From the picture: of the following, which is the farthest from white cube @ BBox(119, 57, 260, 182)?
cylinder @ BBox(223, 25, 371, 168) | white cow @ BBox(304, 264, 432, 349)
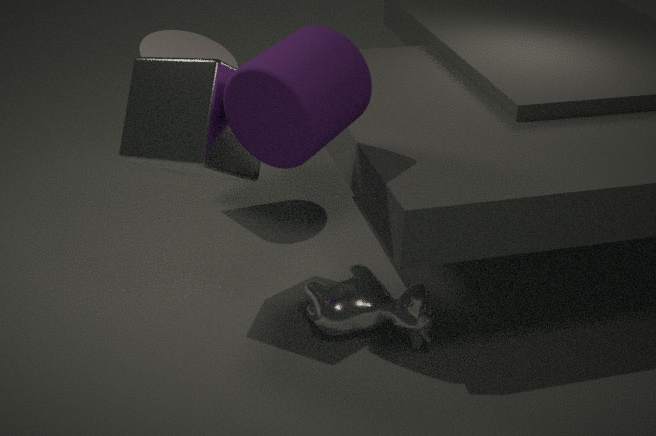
white cow @ BBox(304, 264, 432, 349)
